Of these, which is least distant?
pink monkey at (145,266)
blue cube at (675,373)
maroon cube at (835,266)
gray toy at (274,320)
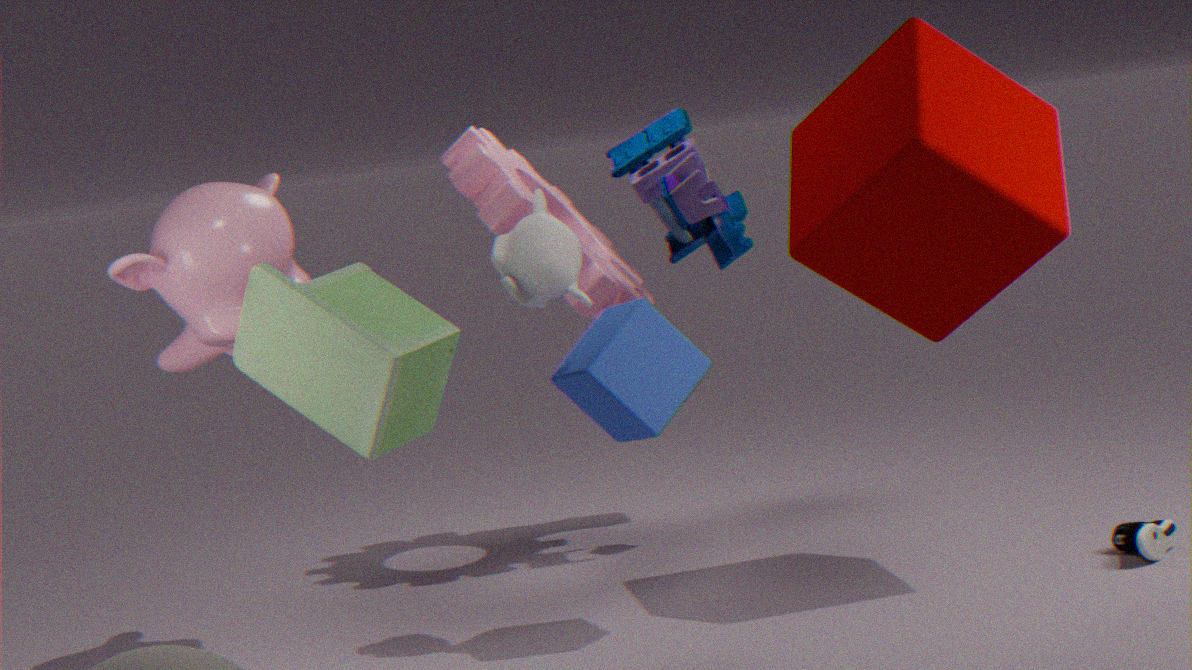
gray toy at (274,320)
